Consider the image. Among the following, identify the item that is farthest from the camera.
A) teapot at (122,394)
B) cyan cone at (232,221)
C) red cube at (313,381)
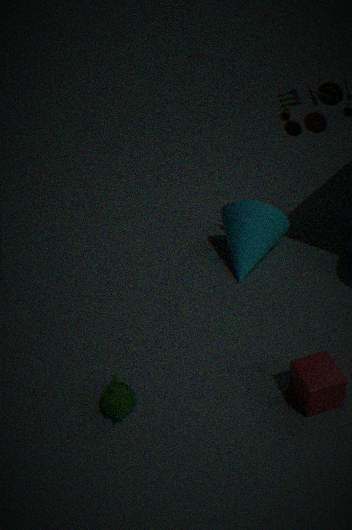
cyan cone at (232,221)
